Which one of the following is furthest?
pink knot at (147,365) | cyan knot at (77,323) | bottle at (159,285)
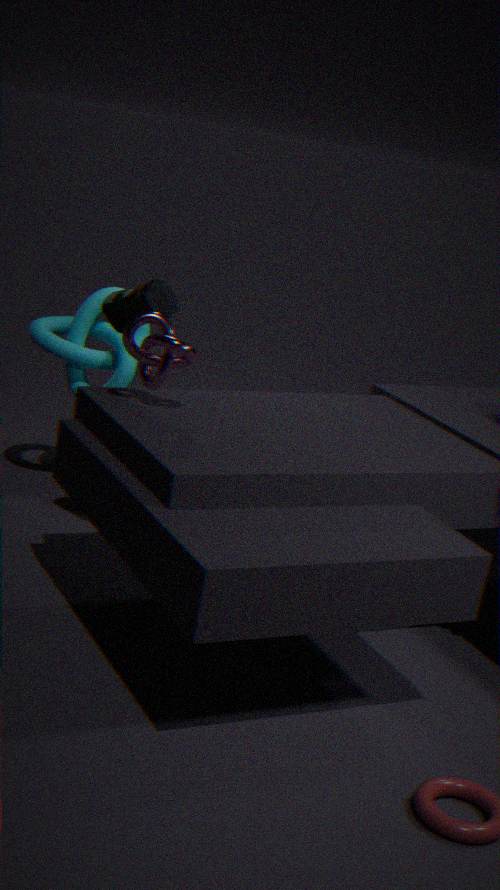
cyan knot at (77,323)
